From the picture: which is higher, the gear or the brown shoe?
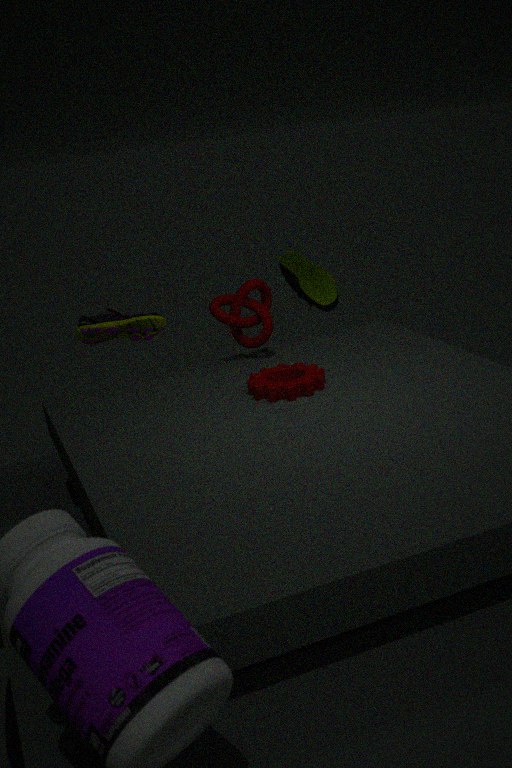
the brown shoe
